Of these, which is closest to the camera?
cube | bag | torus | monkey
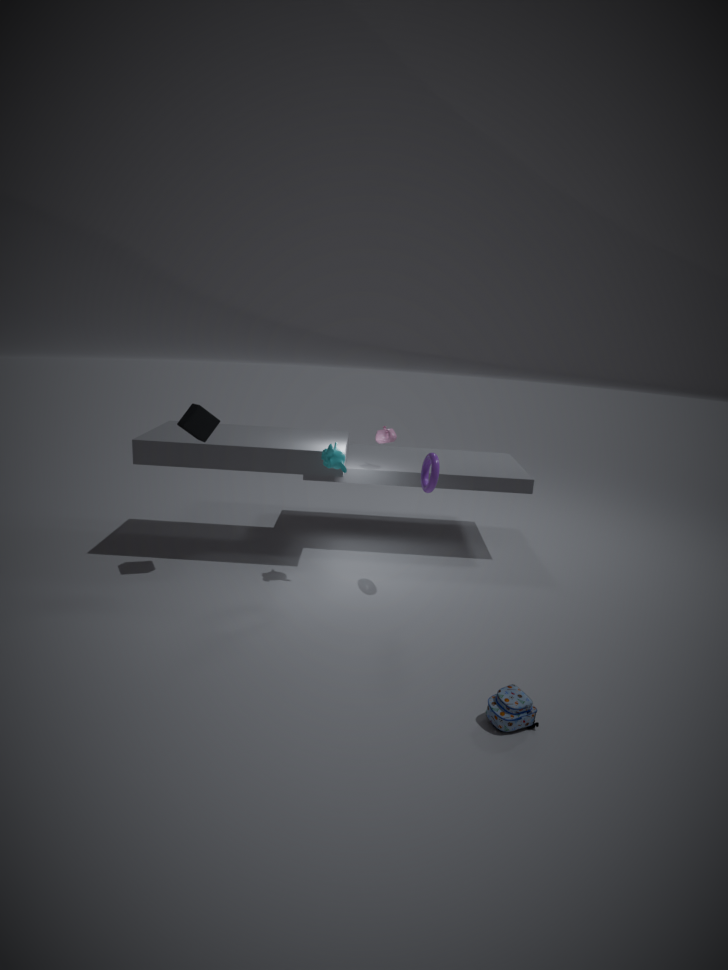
bag
